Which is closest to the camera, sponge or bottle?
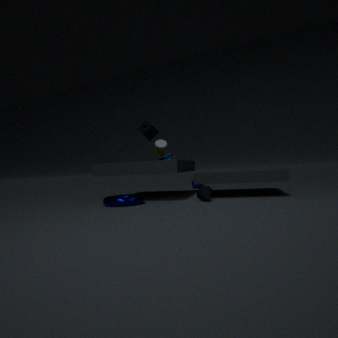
sponge
